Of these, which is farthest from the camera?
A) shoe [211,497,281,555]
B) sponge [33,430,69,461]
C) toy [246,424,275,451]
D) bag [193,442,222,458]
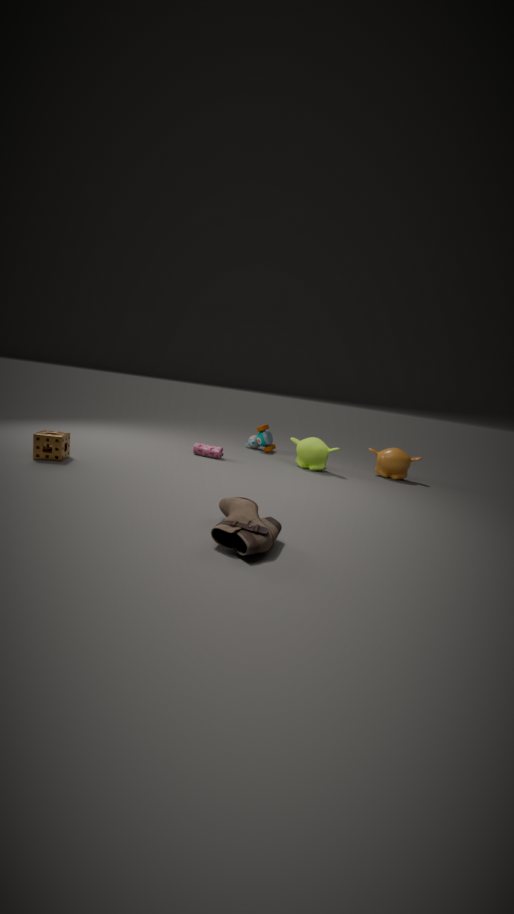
toy [246,424,275,451]
